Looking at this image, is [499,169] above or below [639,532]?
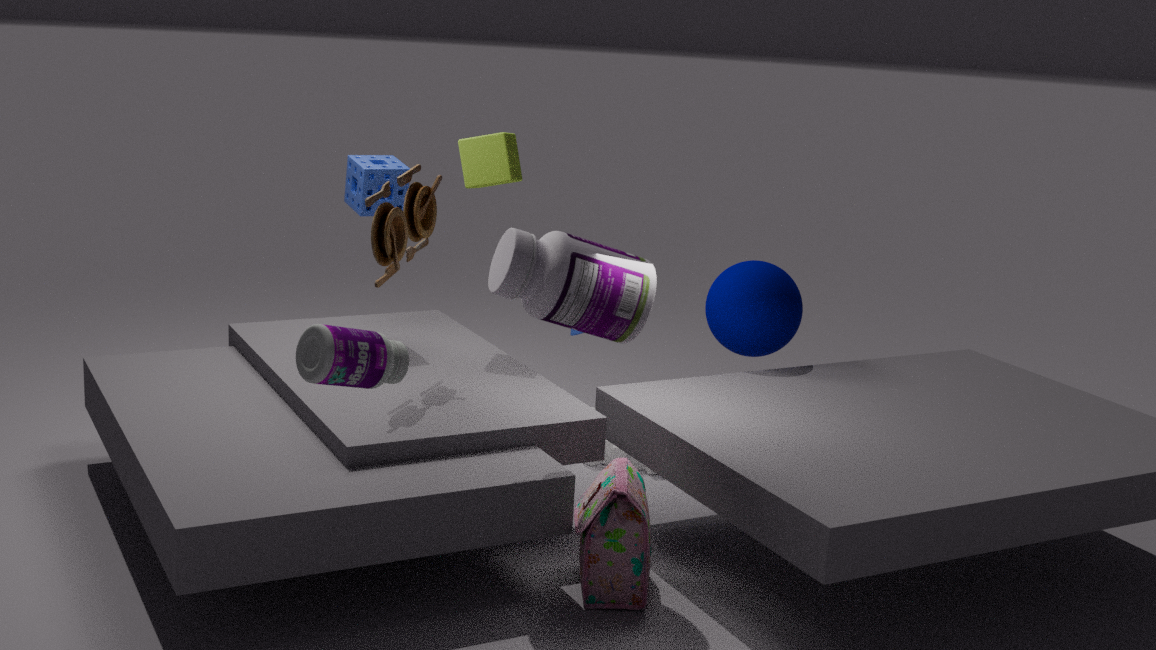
above
